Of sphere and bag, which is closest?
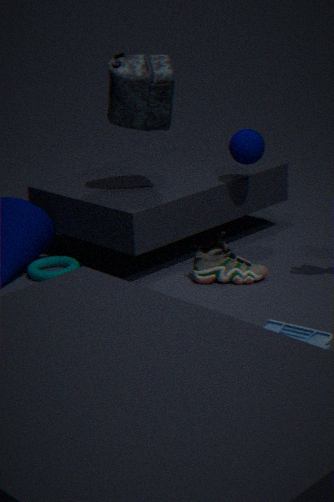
bag
